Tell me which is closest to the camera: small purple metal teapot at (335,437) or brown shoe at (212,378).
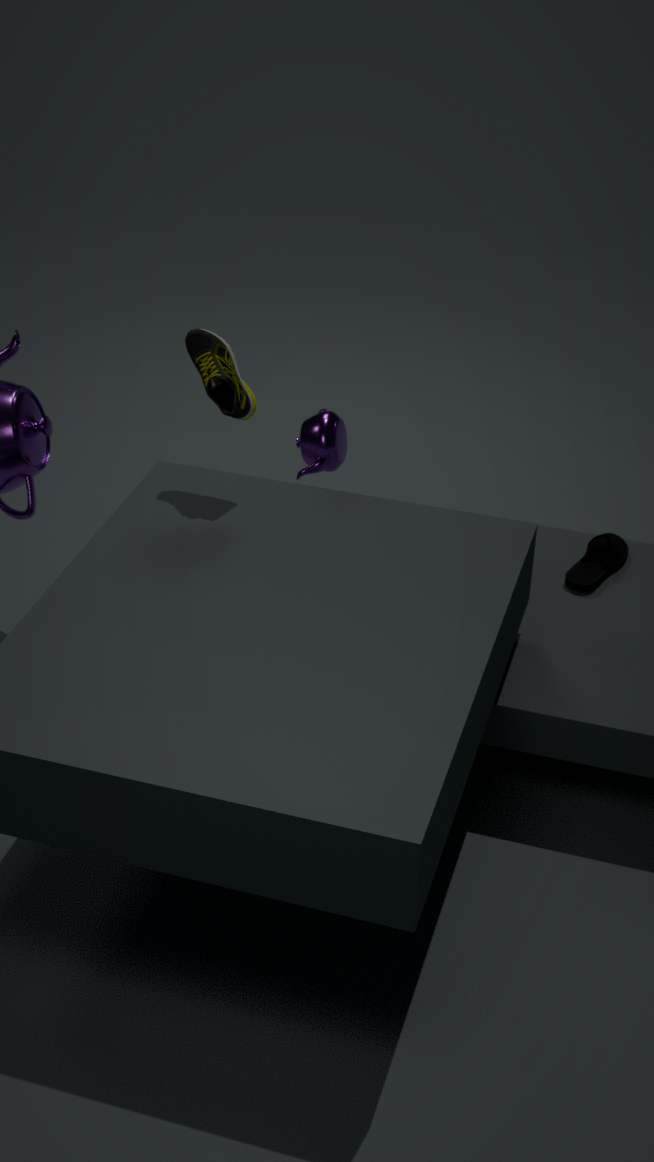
brown shoe at (212,378)
